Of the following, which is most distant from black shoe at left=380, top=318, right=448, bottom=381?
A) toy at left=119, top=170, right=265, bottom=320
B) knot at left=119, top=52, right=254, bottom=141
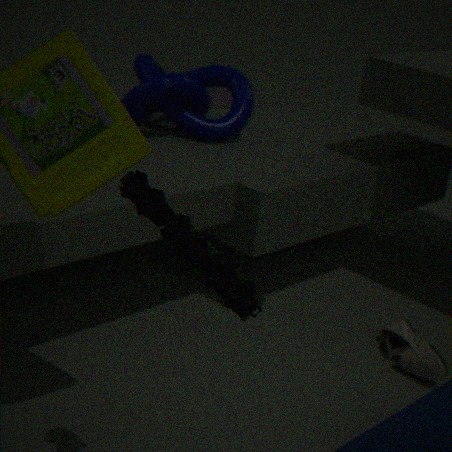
toy at left=119, top=170, right=265, bottom=320
